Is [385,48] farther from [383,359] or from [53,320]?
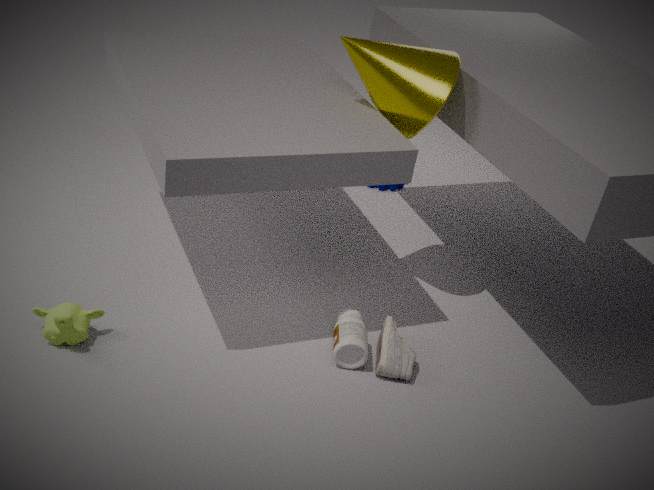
[53,320]
